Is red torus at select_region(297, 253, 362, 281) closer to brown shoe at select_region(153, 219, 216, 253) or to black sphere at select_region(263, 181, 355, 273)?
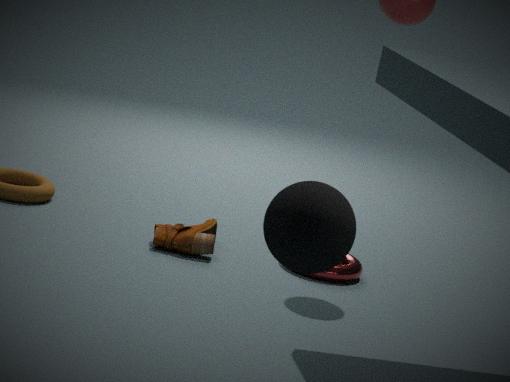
brown shoe at select_region(153, 219, 216, 253)
